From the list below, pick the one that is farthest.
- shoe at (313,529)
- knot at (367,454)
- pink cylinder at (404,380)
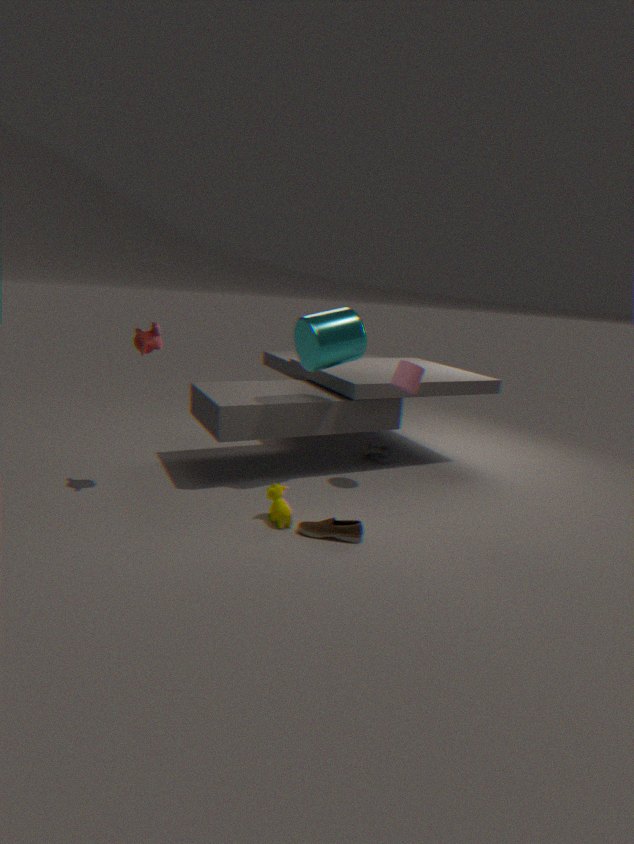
knot at (367,454)
